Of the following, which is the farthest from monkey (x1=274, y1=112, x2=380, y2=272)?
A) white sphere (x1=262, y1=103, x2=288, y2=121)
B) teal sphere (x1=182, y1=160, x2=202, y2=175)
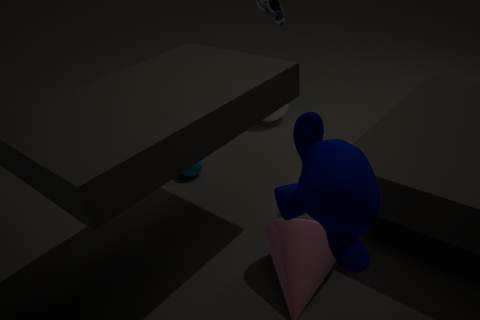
white sphere (x1=262, y1=103, x2=288, y2=121)
